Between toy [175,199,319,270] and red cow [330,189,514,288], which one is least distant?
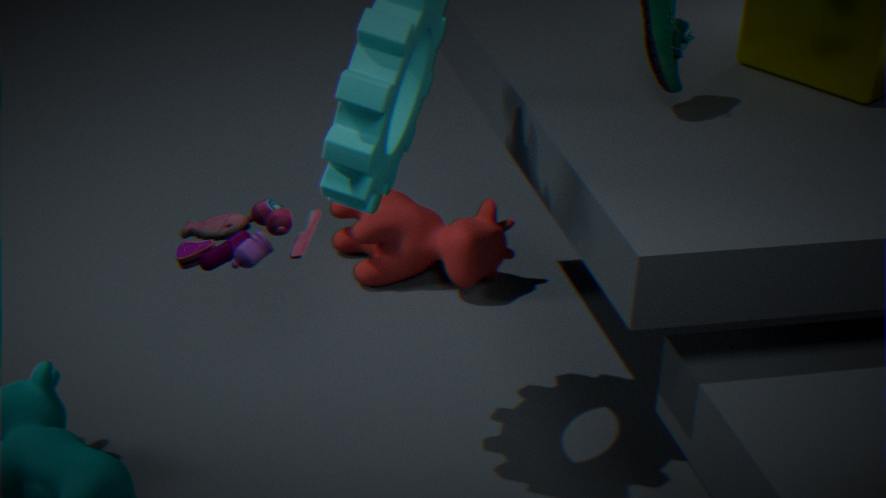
toy [175,199,319,270]
